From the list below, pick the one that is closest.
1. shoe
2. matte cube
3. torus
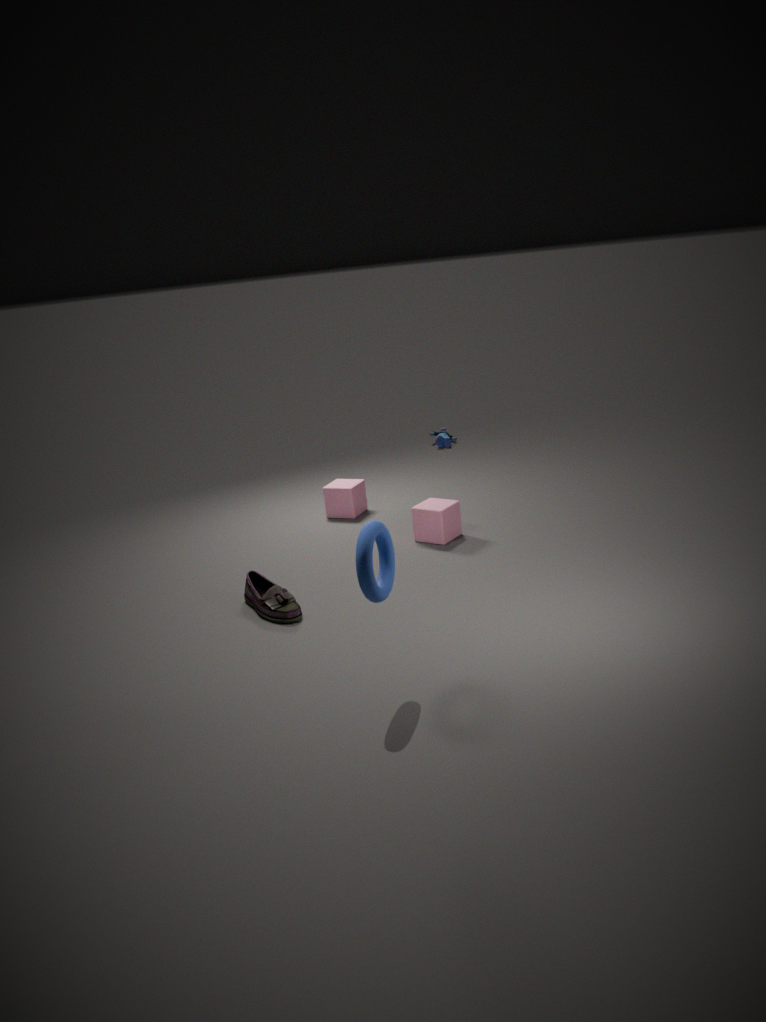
torus
